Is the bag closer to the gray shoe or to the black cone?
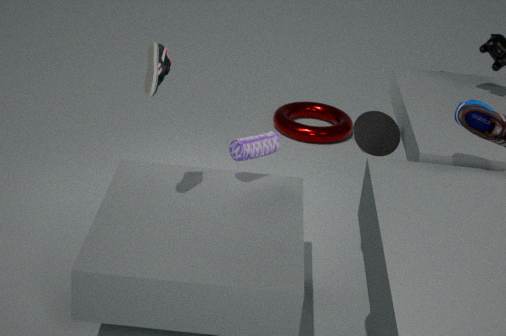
the black cone
